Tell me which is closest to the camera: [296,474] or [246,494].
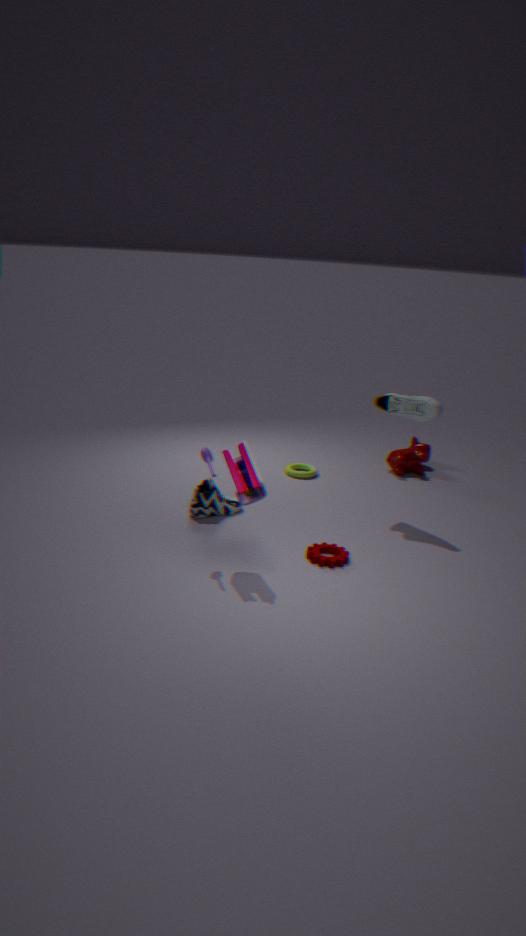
[246,494]
